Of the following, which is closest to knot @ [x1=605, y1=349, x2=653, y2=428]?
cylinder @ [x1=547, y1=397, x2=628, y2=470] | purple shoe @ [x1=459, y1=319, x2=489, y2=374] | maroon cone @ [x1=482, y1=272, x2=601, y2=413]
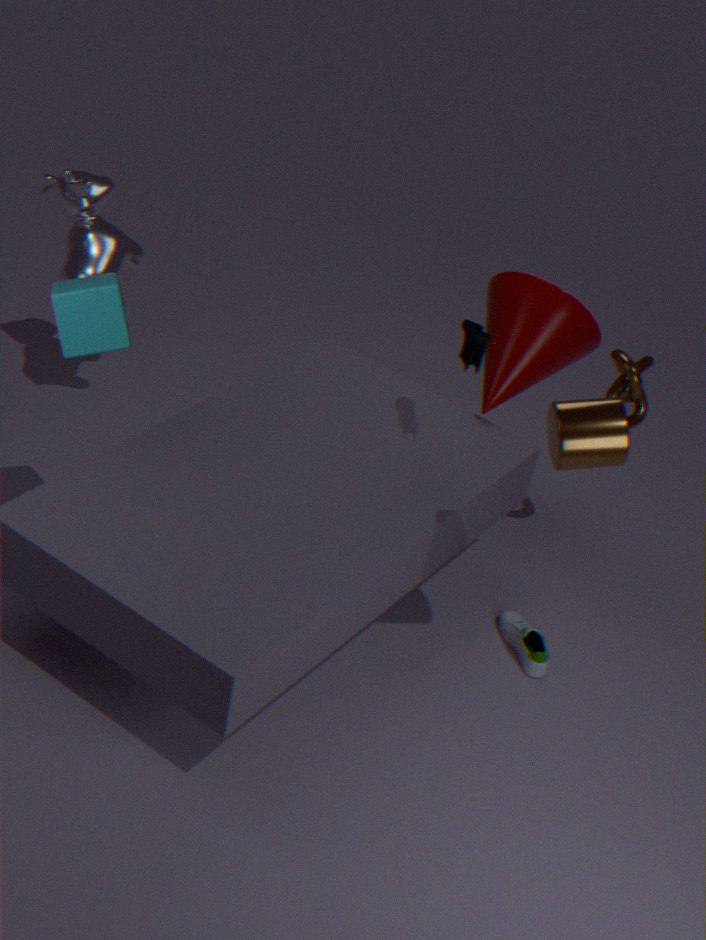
maroon cone @ [x1=482, y1=272, x2=601, y2=413]
